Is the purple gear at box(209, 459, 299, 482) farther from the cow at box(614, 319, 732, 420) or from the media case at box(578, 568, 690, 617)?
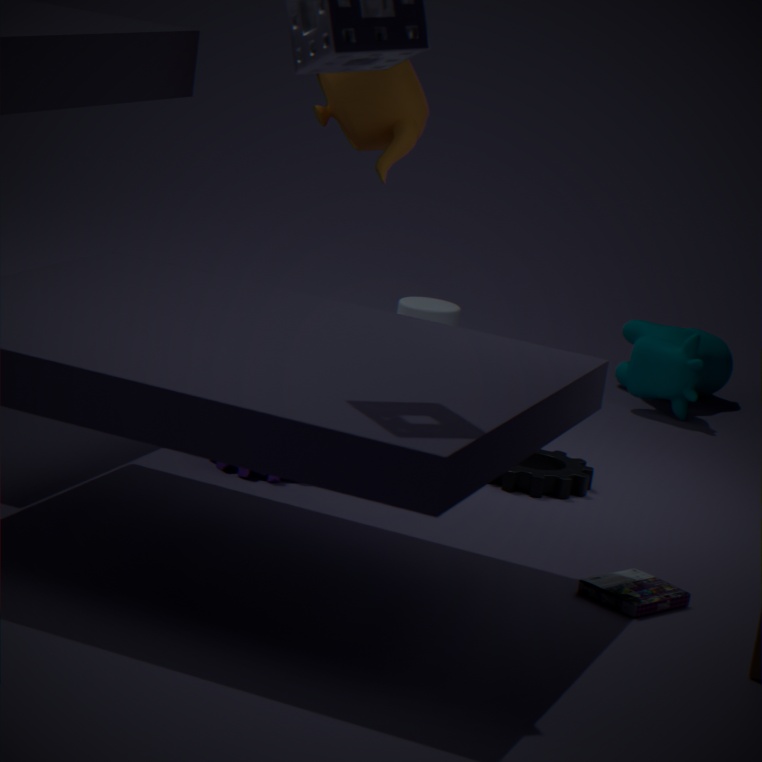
the cow at box(614, 319, 732, 420)
